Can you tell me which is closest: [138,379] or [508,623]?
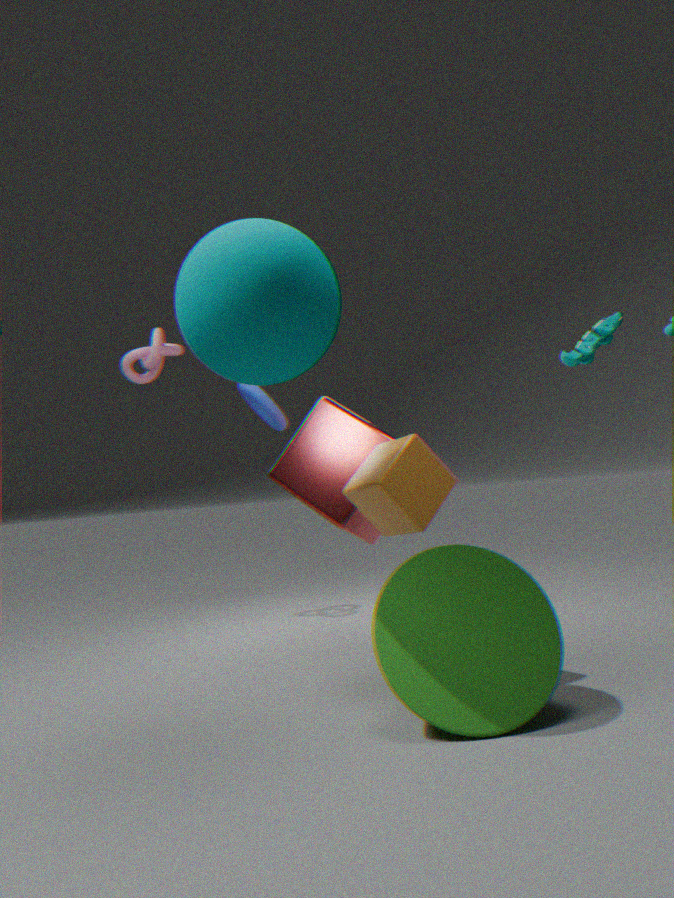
[508,623]
